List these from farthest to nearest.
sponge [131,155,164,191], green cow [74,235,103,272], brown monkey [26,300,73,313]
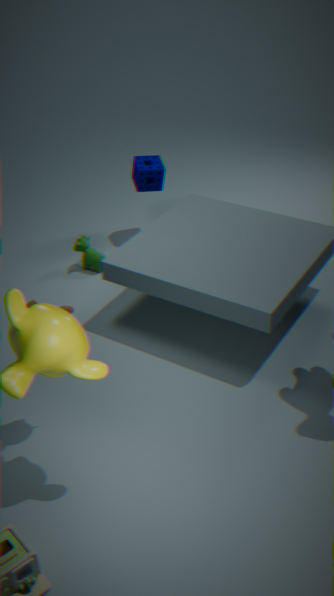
sponge [131,155,164,191], green cow [74,235,103,272], brown monkey [26,300,73,313]
